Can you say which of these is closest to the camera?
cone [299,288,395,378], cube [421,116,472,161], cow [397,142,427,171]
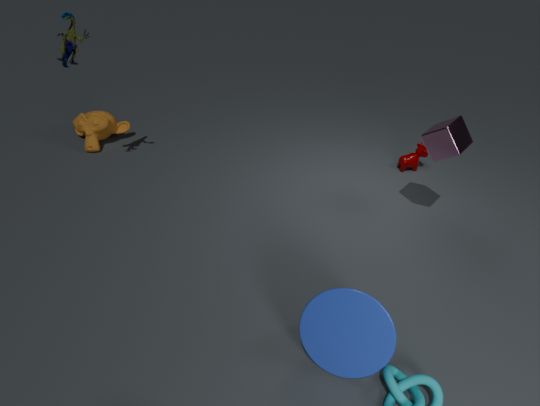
cone [299,288,395,378]
